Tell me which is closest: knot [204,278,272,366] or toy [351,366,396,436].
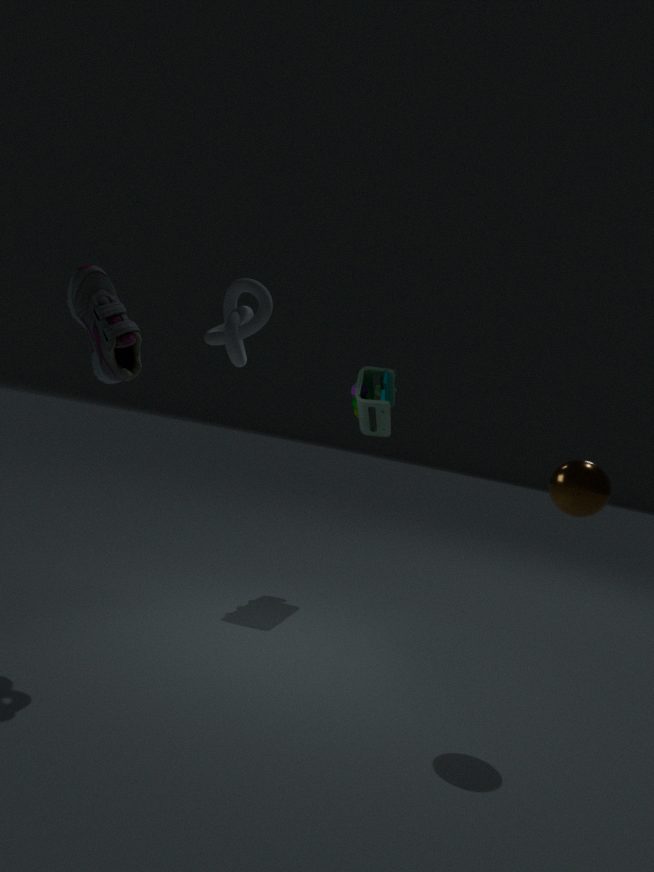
knot [204,278,272,366]
